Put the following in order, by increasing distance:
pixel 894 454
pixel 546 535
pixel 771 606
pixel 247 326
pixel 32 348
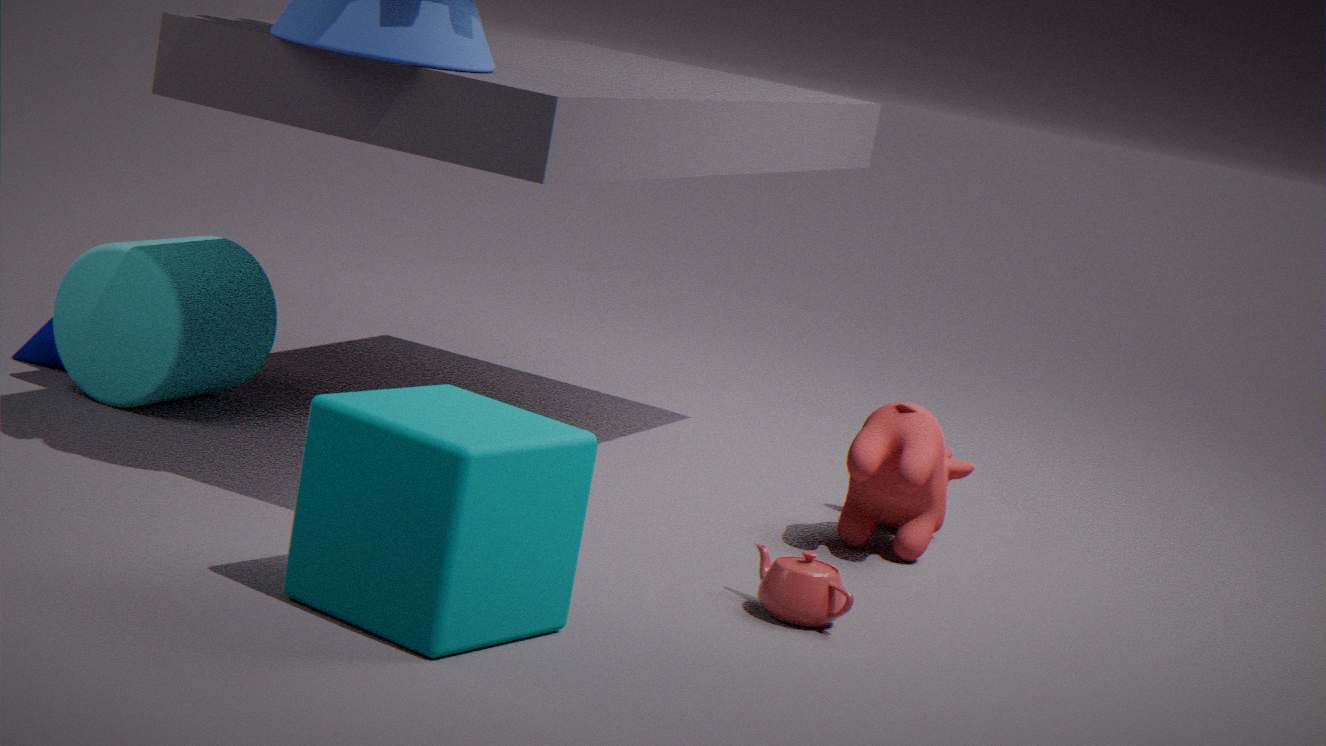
1. pixel 546 535
2. pixel 771 606
3. pixel 894 454
4. pixel 247 326
5. pixel 32 348
